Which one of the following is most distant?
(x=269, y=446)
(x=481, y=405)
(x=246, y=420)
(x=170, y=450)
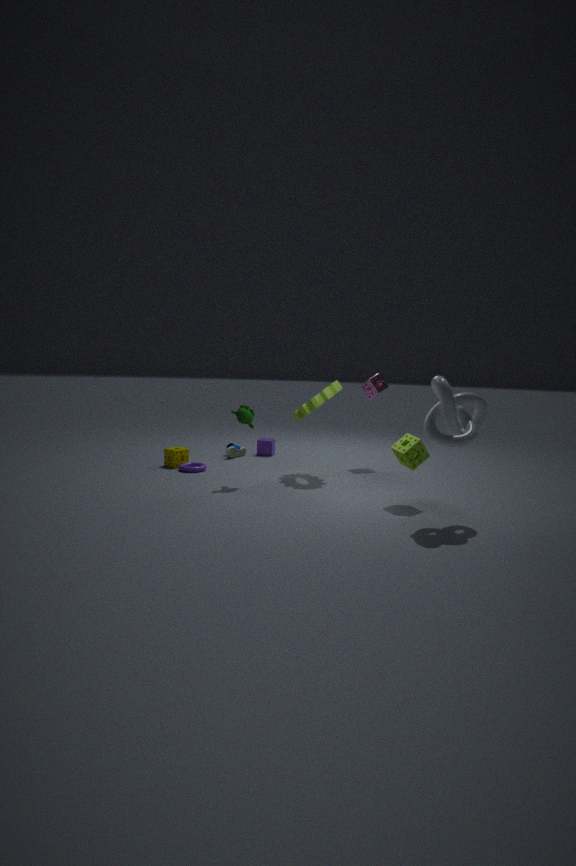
(x=269, y=446)
